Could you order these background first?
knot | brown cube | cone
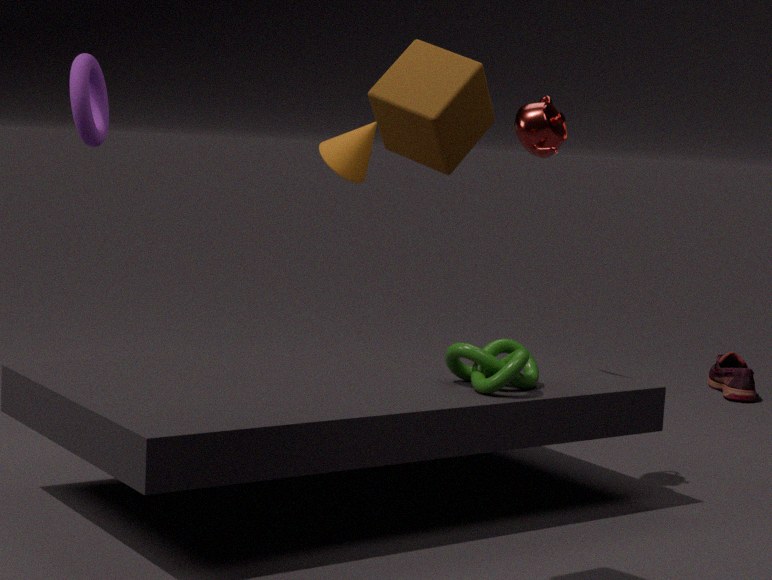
1. cone
2. knot
3. brown cube
